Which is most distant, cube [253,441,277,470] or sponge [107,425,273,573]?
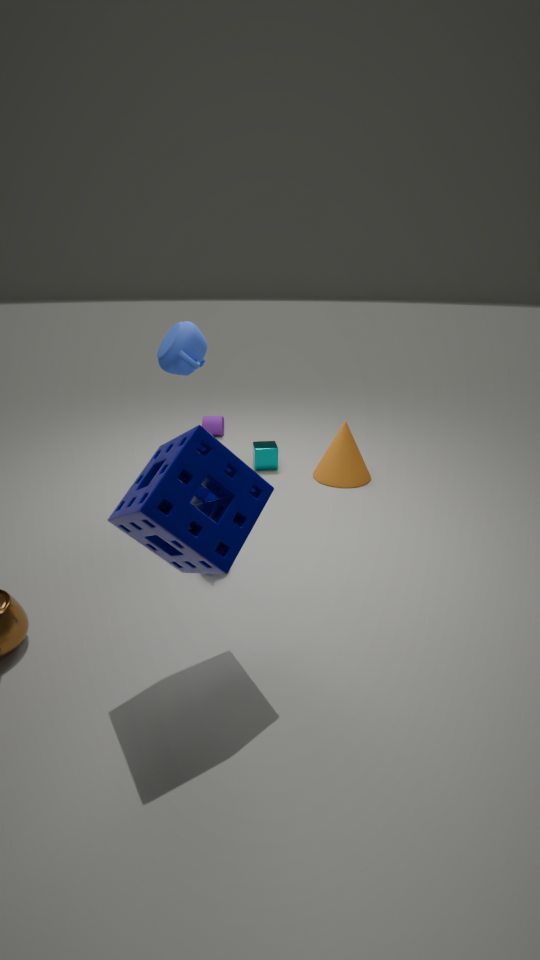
cube [253,441,277,470]
